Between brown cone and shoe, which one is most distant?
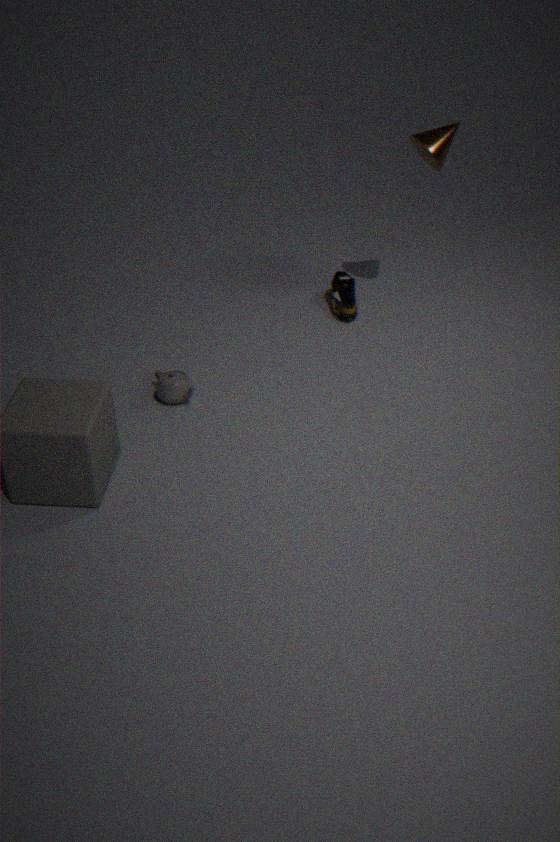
shoe
